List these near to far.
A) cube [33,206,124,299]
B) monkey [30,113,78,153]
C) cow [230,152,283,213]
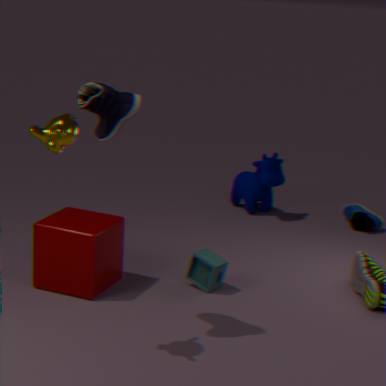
monkey [30,113,78,153]
cube [33,206,124,299]
cow [230,152,283,213]
